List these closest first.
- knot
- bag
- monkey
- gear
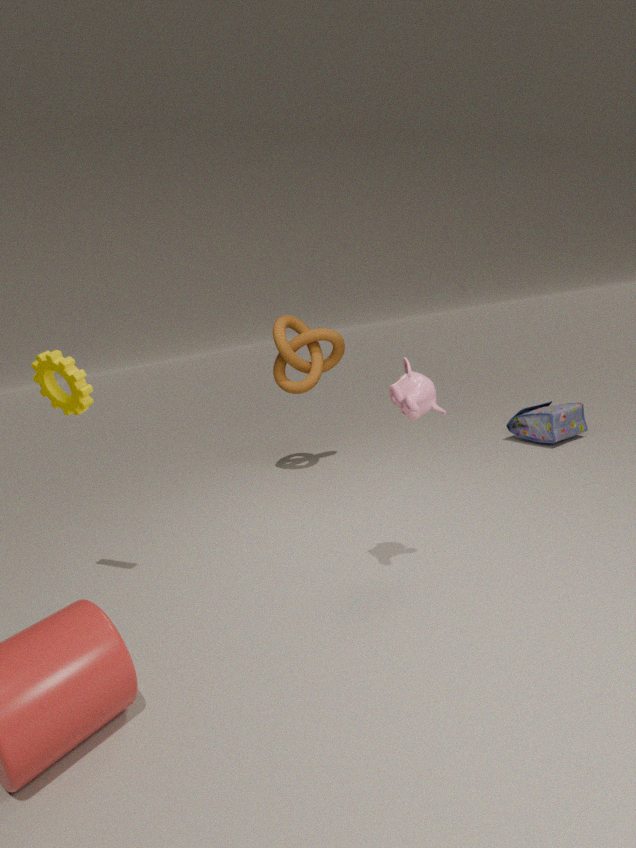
monkey → gear → bag → knot
